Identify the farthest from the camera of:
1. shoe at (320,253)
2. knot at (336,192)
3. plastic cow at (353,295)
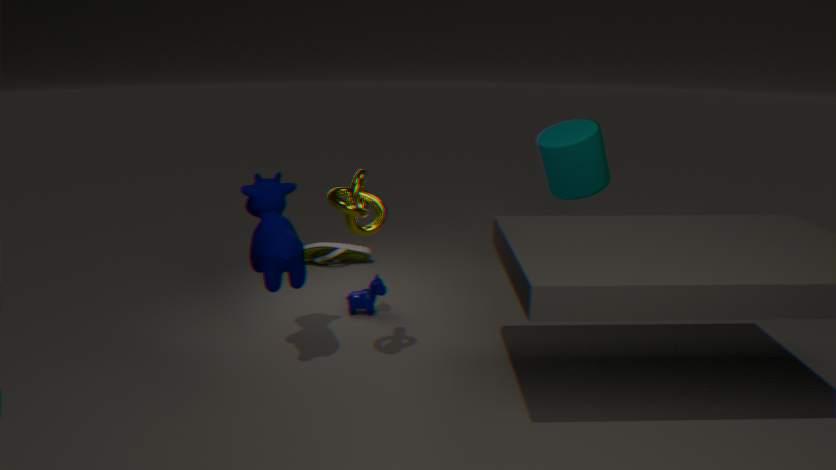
shoe at (320,253)
